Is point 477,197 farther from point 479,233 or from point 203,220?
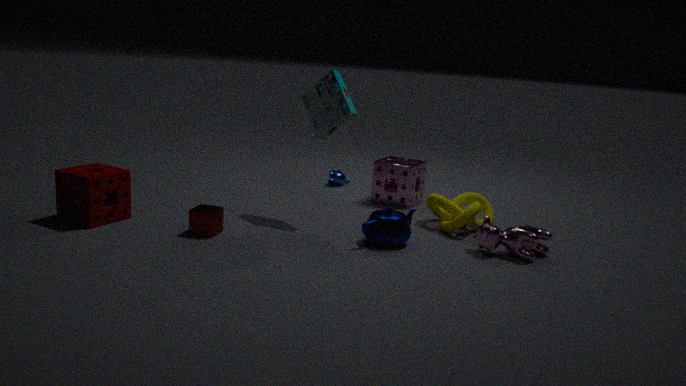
point 203,220
